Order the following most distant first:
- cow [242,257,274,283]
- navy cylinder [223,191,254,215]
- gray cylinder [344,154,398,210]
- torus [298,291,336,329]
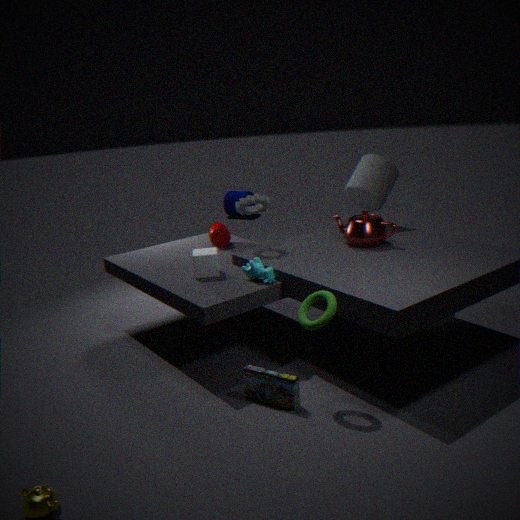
navy cylinder [223,191,254,215], gray cylinder [344,154,398,210], cow [242,257,274,283], torus [298,291,336,329]
